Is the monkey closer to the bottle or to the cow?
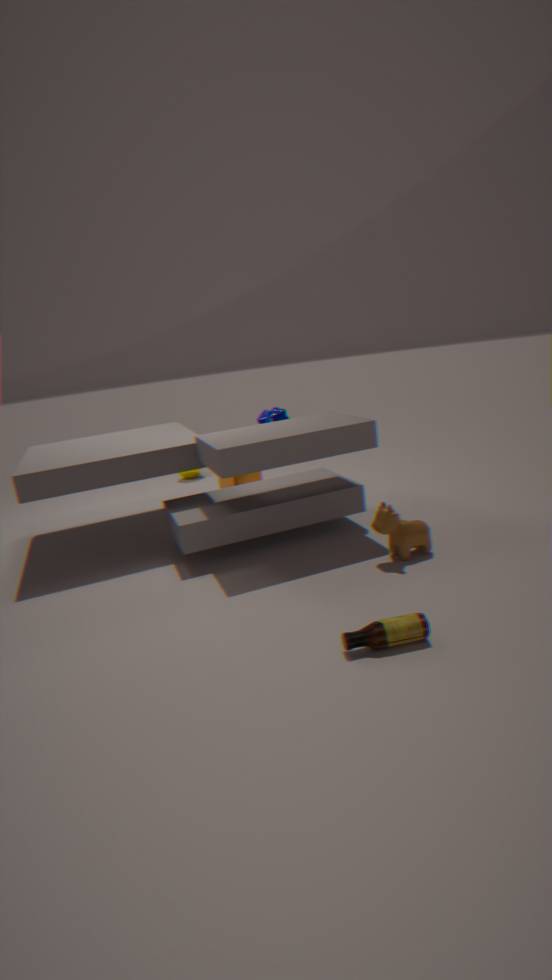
the cow
